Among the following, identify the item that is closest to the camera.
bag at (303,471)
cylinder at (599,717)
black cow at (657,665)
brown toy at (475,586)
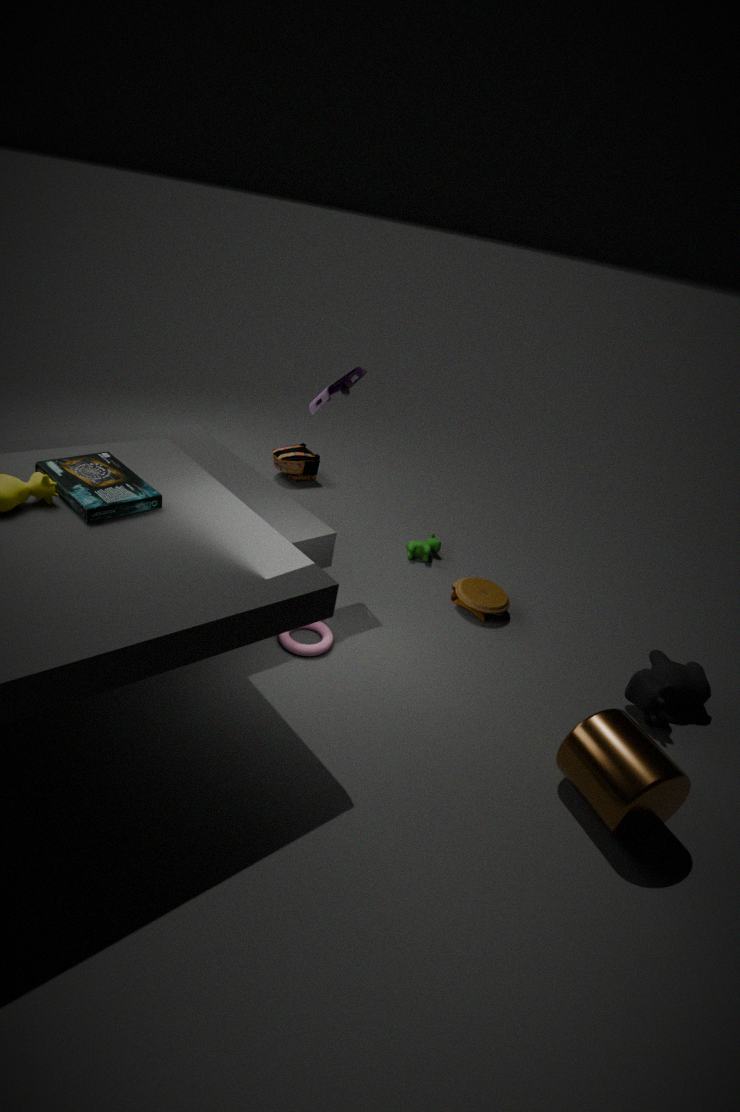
cylinder at (599,717)
